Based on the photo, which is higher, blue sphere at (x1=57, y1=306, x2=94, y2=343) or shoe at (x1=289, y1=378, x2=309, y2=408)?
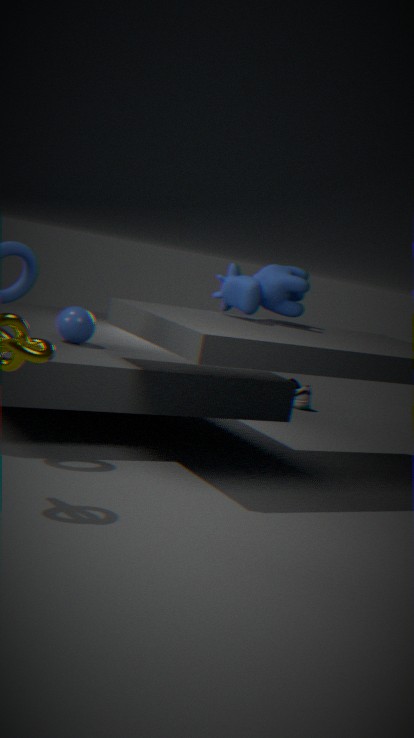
blue sphere at (x1=57, y1=306, x2=94, y2=343)
